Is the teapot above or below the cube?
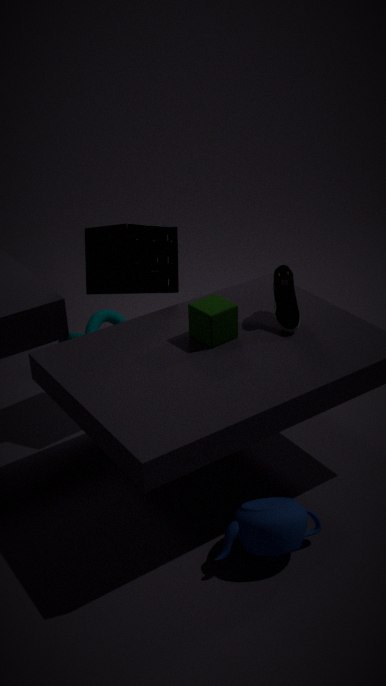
below
